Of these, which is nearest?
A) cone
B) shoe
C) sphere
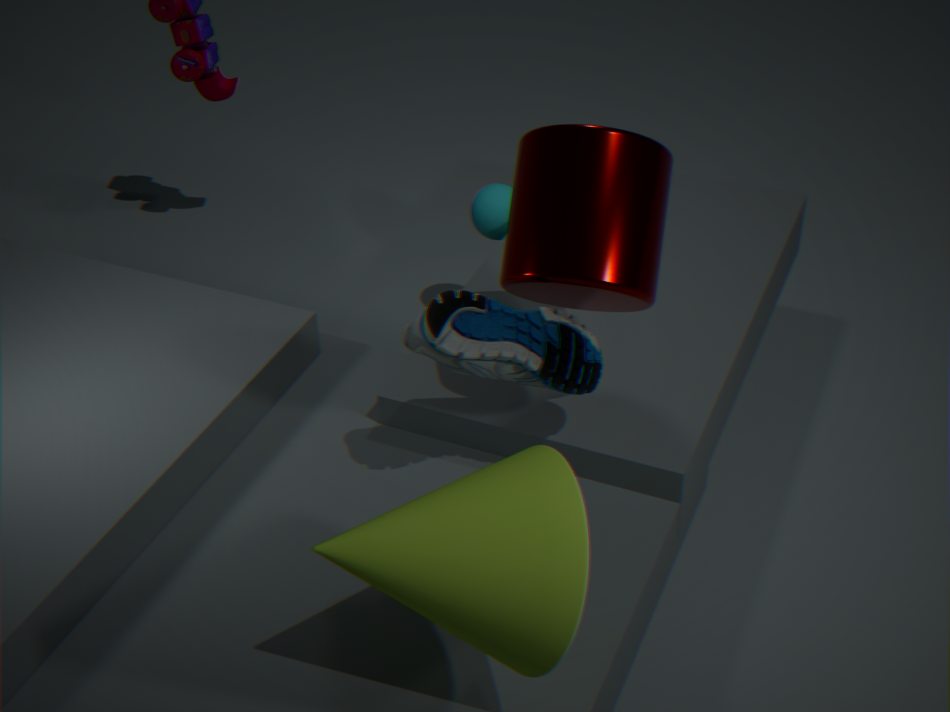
cone
